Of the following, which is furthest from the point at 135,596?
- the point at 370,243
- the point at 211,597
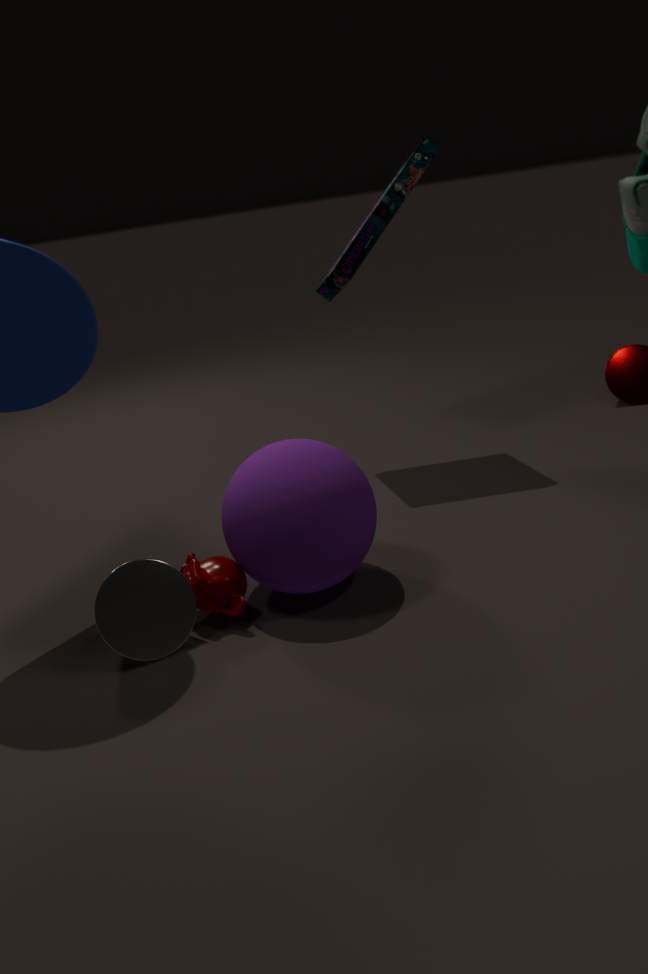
the point at 370,243
